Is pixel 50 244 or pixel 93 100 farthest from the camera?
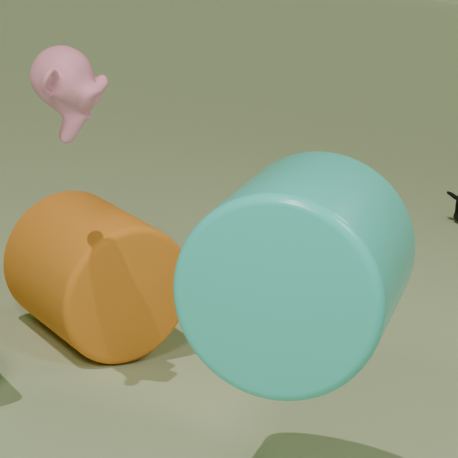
pixel 50 244
